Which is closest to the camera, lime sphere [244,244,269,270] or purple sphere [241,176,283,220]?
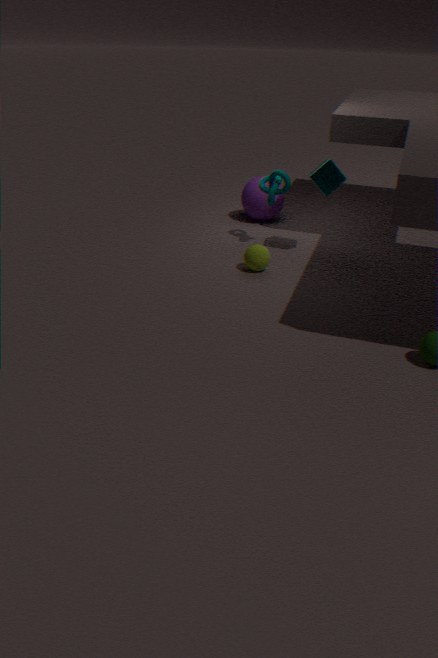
lime sphere [244,244,269,270]
